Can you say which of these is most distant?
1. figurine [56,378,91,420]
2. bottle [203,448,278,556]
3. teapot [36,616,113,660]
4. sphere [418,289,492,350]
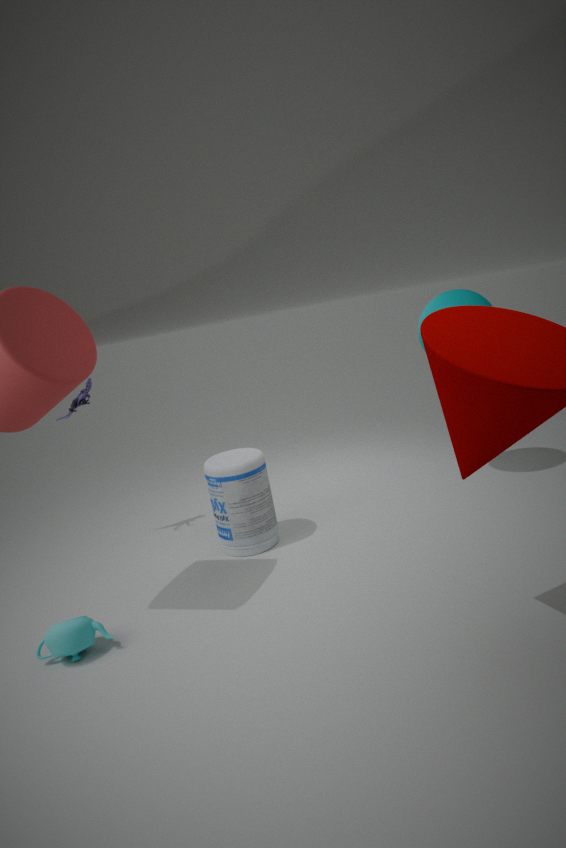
figurine [56,378,91,420]
